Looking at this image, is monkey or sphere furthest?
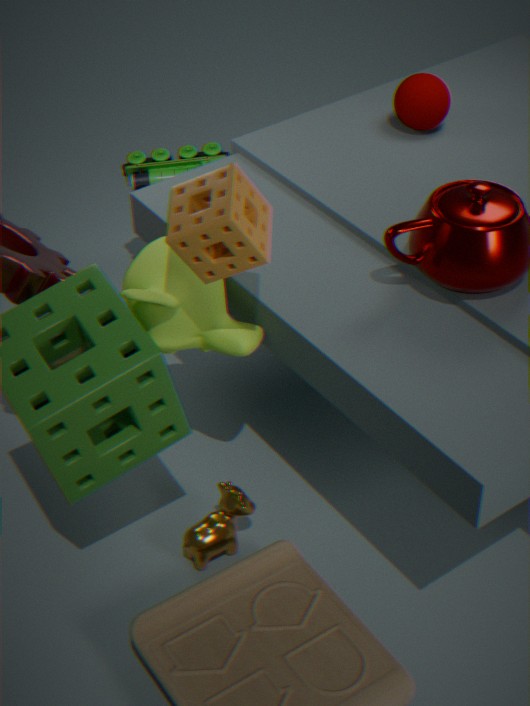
sphere
